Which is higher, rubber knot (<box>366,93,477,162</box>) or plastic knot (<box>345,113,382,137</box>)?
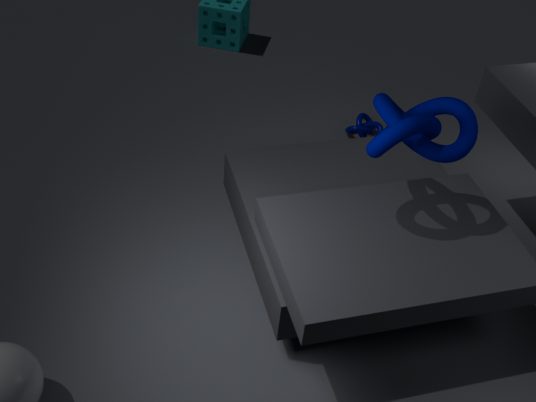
rubber knot (<box>366,93,477,162</box>)
